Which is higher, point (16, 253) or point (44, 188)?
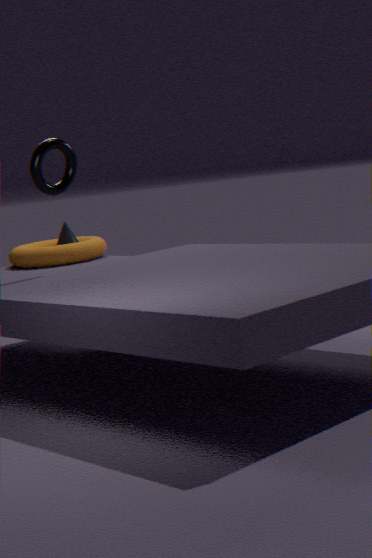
point (44, 188)
